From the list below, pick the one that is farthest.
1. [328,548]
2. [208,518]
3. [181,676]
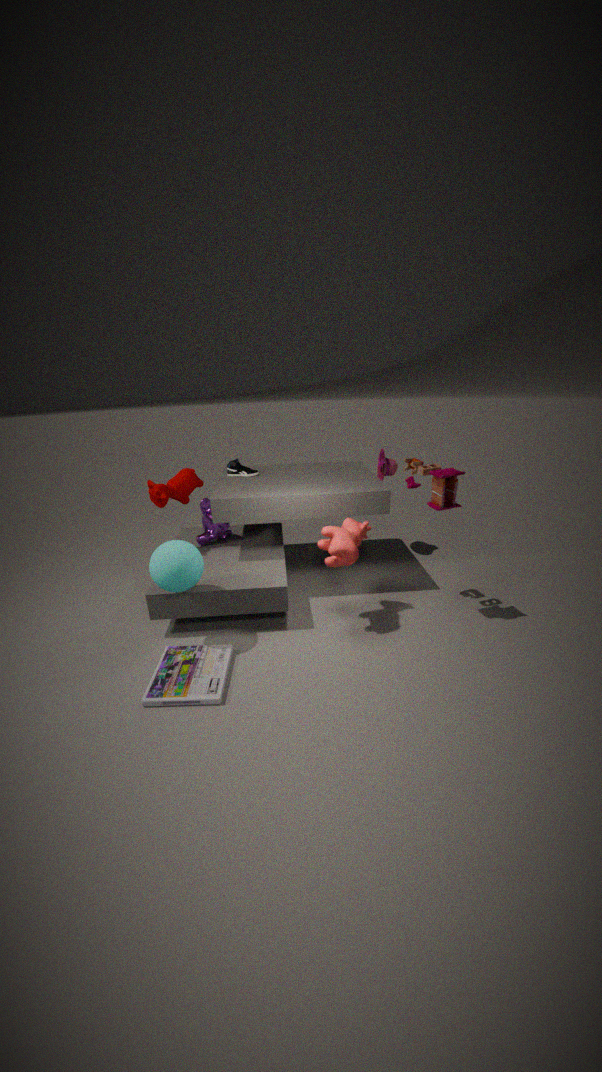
[208,518]
